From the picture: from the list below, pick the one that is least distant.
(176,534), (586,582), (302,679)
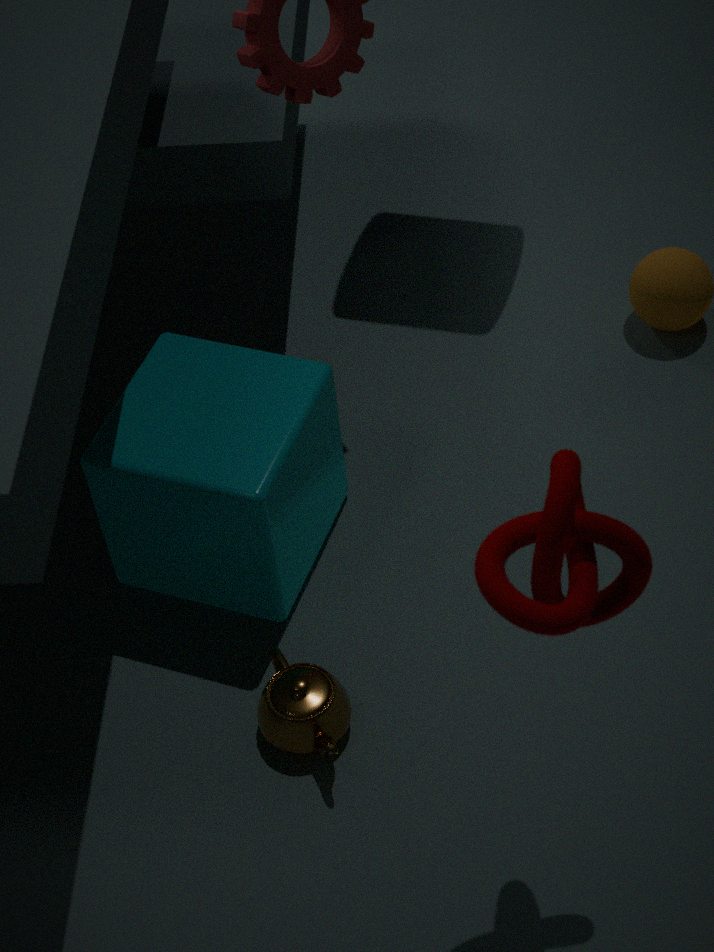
(586,582)
